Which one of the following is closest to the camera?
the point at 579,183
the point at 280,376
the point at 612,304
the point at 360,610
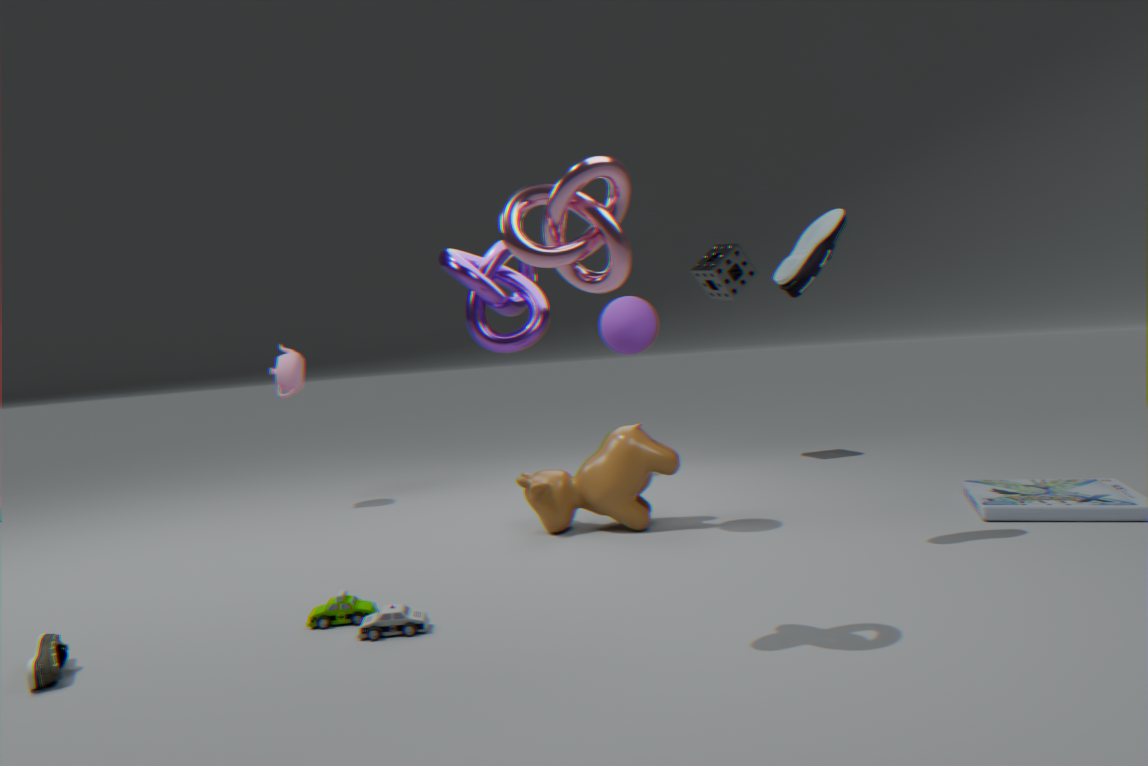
the point at 579,183
